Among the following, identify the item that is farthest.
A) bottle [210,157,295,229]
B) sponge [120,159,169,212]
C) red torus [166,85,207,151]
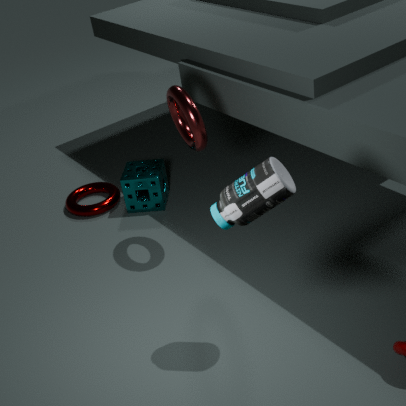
sponge [120,159,169,212]
